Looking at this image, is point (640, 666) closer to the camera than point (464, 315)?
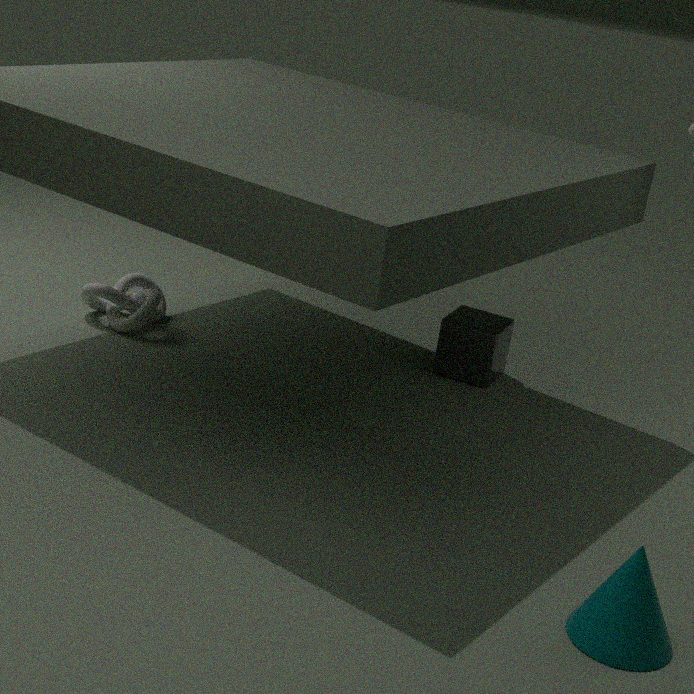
Yes
